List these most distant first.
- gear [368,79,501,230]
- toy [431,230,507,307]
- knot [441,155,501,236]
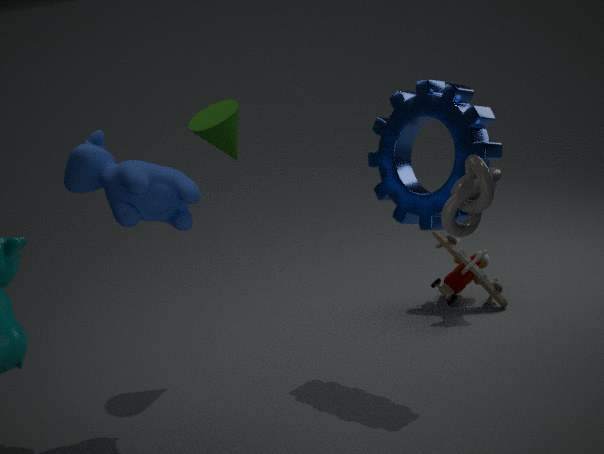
toy [431,230,507,307] < gear [368,79,501,230] < knot [441,155,501,236]
